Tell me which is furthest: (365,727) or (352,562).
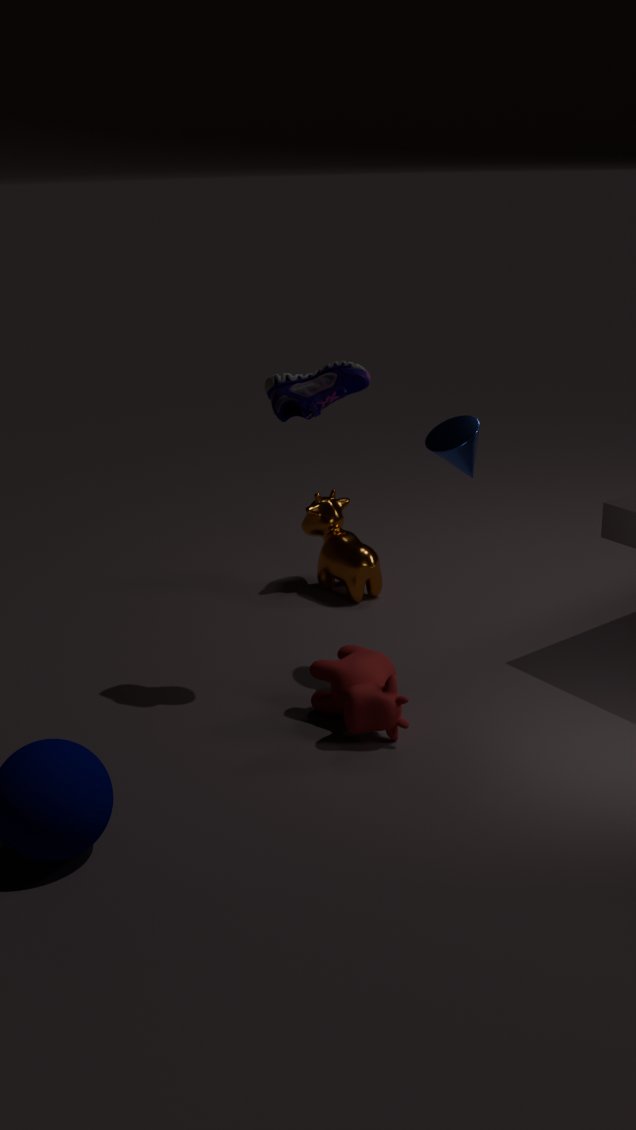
(352,562)
